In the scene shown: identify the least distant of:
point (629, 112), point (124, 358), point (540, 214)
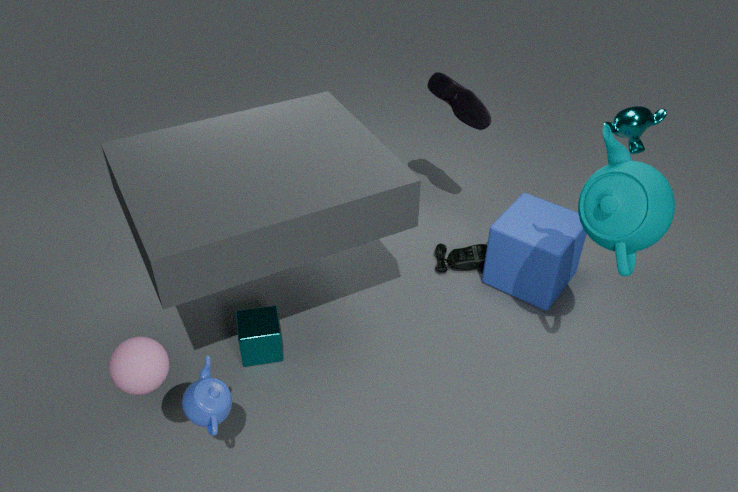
point (124, 358)
